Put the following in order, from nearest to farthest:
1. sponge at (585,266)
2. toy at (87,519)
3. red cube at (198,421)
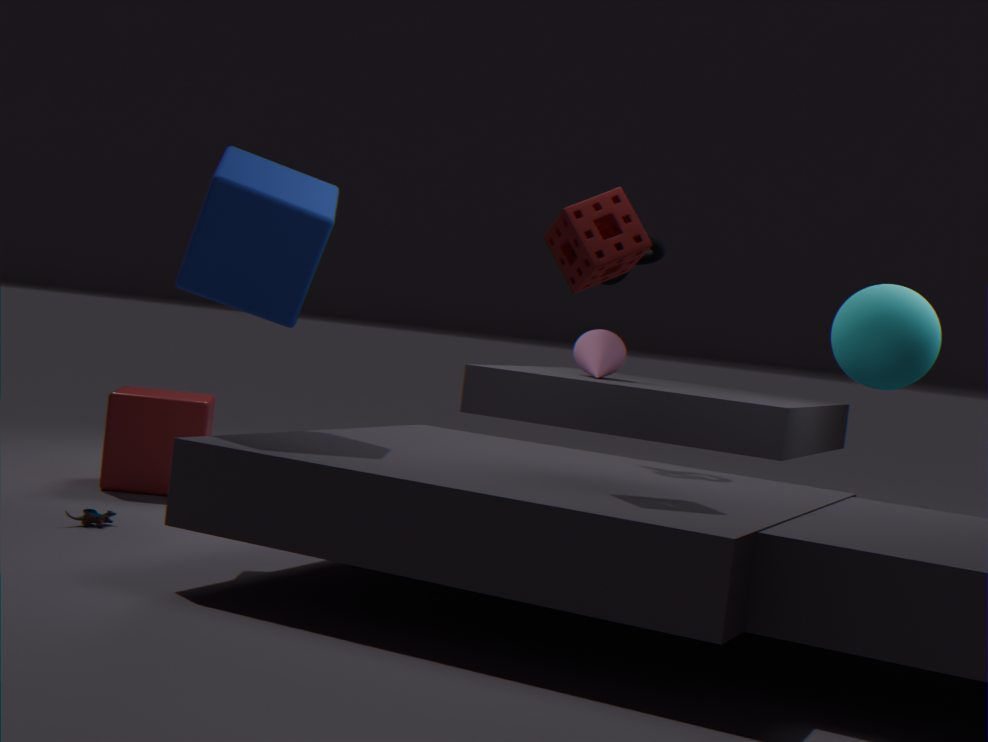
sponge at (585,266)
toy at (87,519)
red cube at (198,421)
